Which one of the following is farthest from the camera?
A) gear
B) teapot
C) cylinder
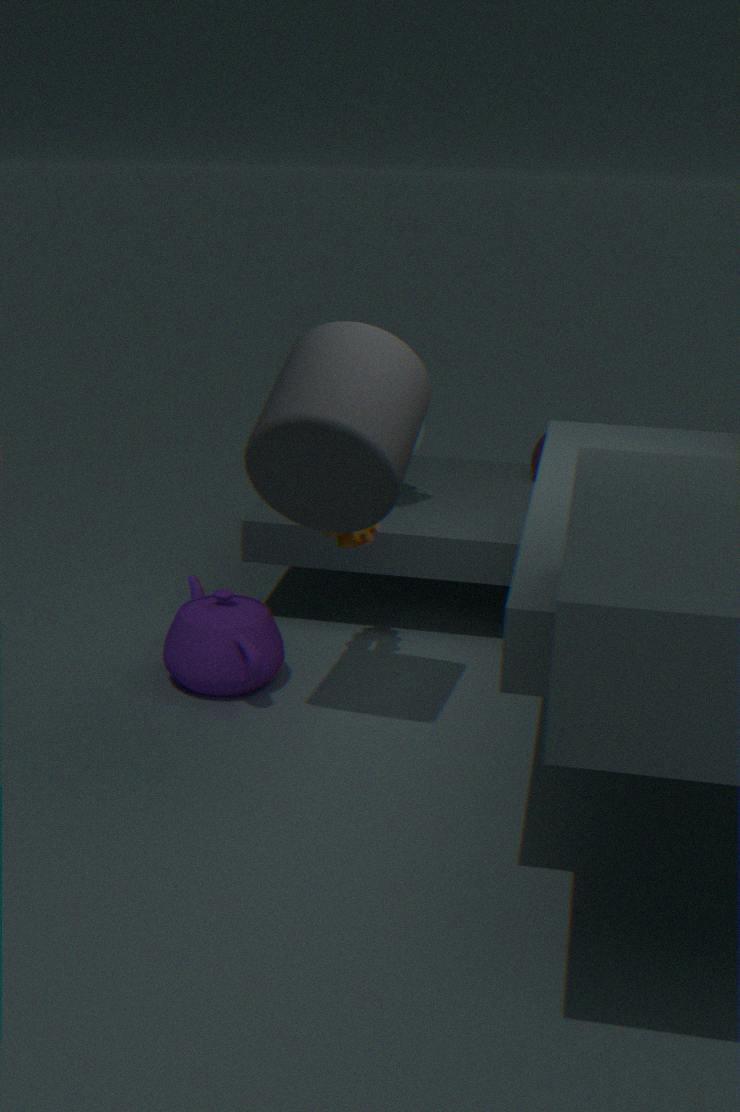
teapot
